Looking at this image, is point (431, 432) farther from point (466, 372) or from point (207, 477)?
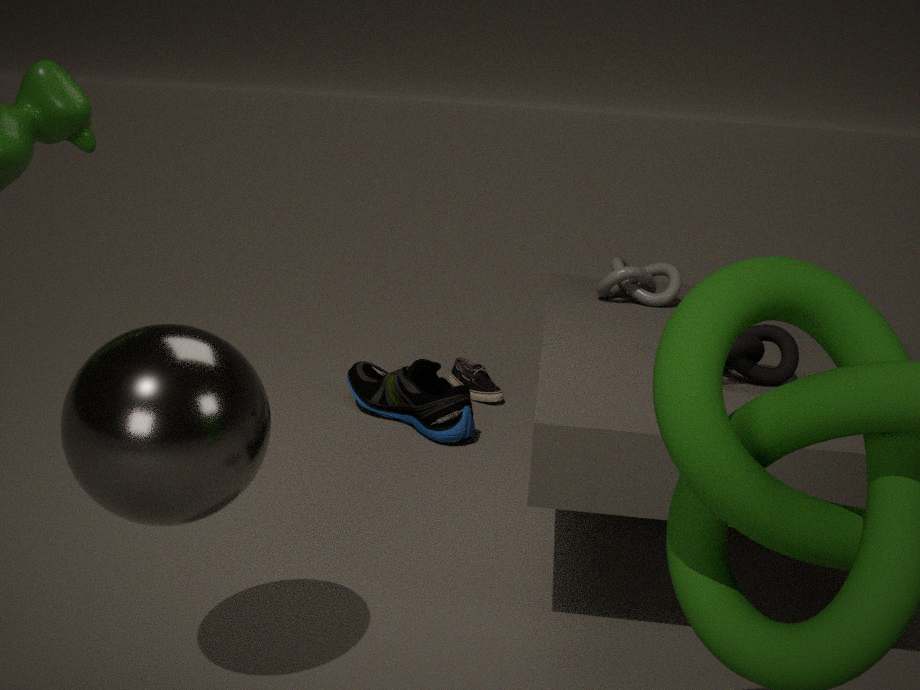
point (207, 477)
